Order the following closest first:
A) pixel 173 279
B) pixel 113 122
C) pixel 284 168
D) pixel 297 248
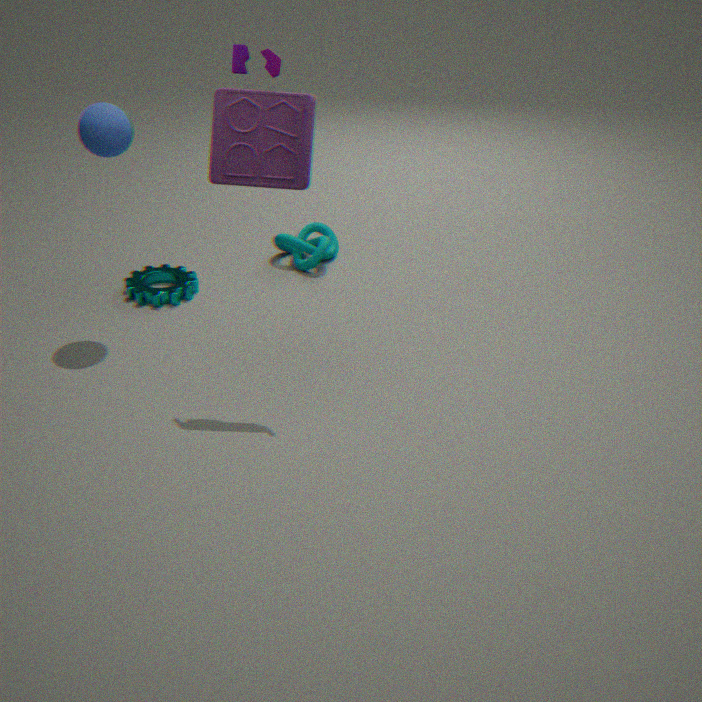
pixel 284 168 < pixel 113 122 < pixel 173 279 < pixel 297 248
